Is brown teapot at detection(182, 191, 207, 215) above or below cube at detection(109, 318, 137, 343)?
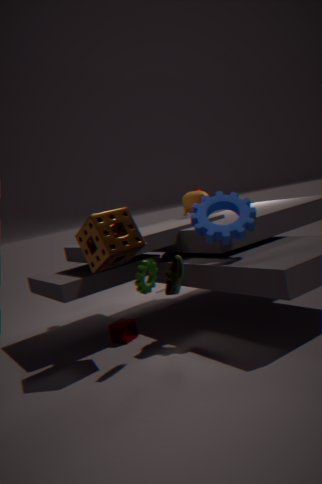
above
